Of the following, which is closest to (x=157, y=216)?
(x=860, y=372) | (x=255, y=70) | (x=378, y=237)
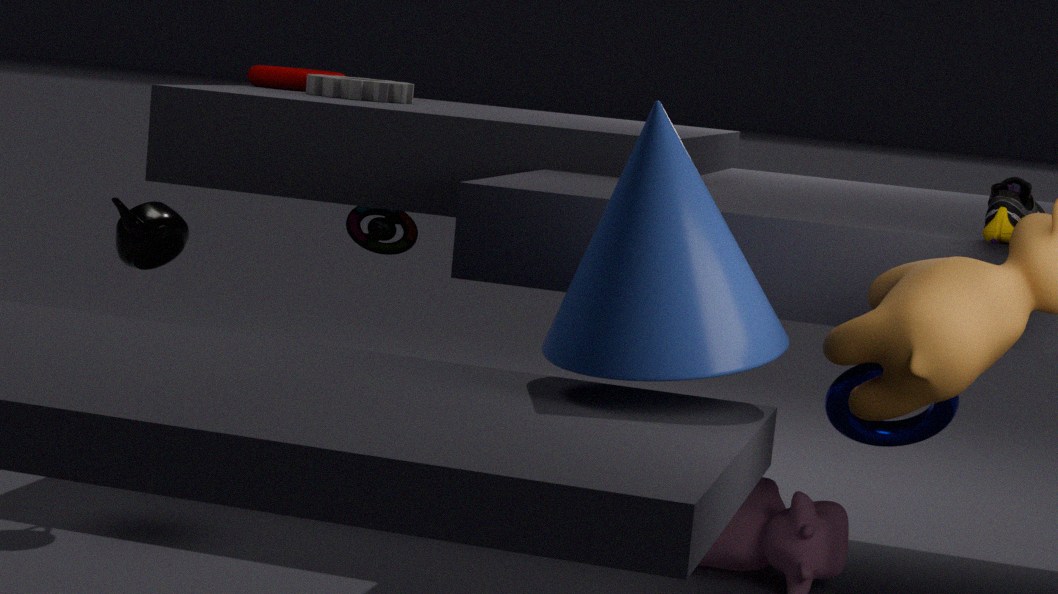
(x=378, y=237)
